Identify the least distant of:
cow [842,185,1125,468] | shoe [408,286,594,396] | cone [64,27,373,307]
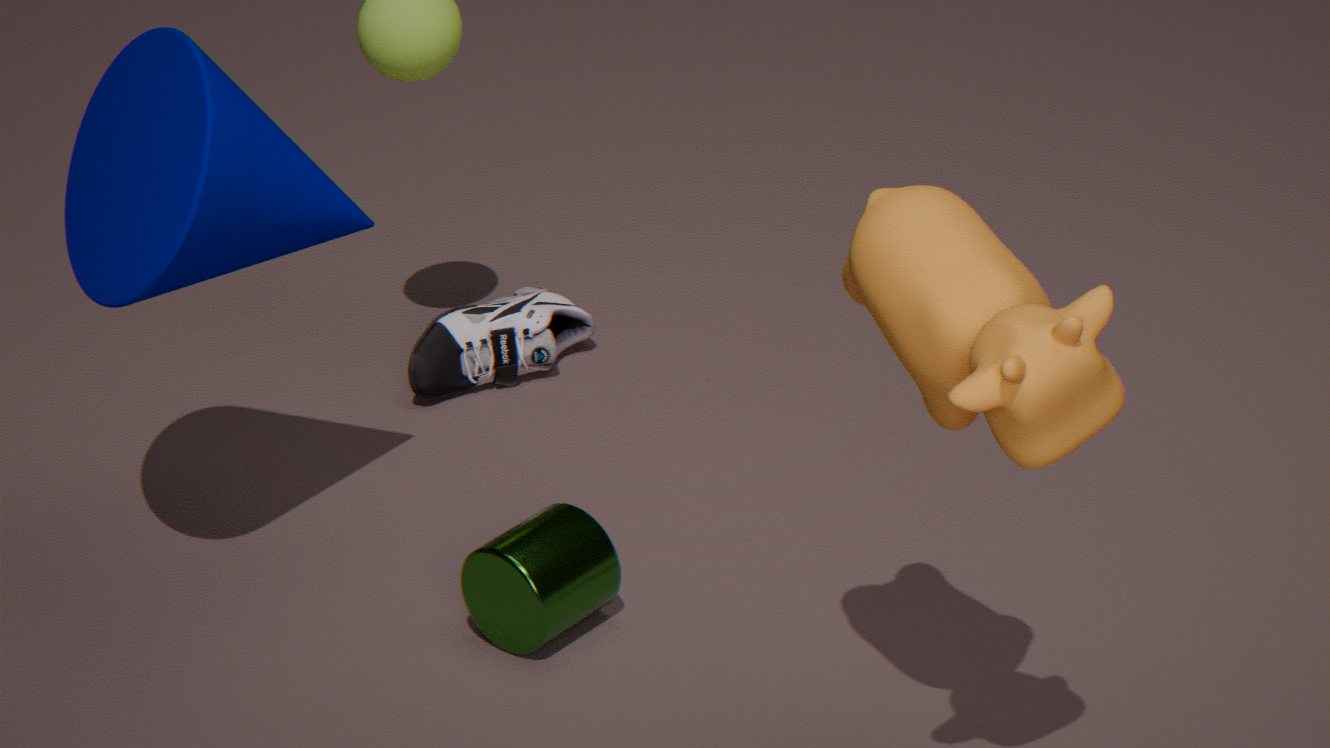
cow [842,185,1125,468]
